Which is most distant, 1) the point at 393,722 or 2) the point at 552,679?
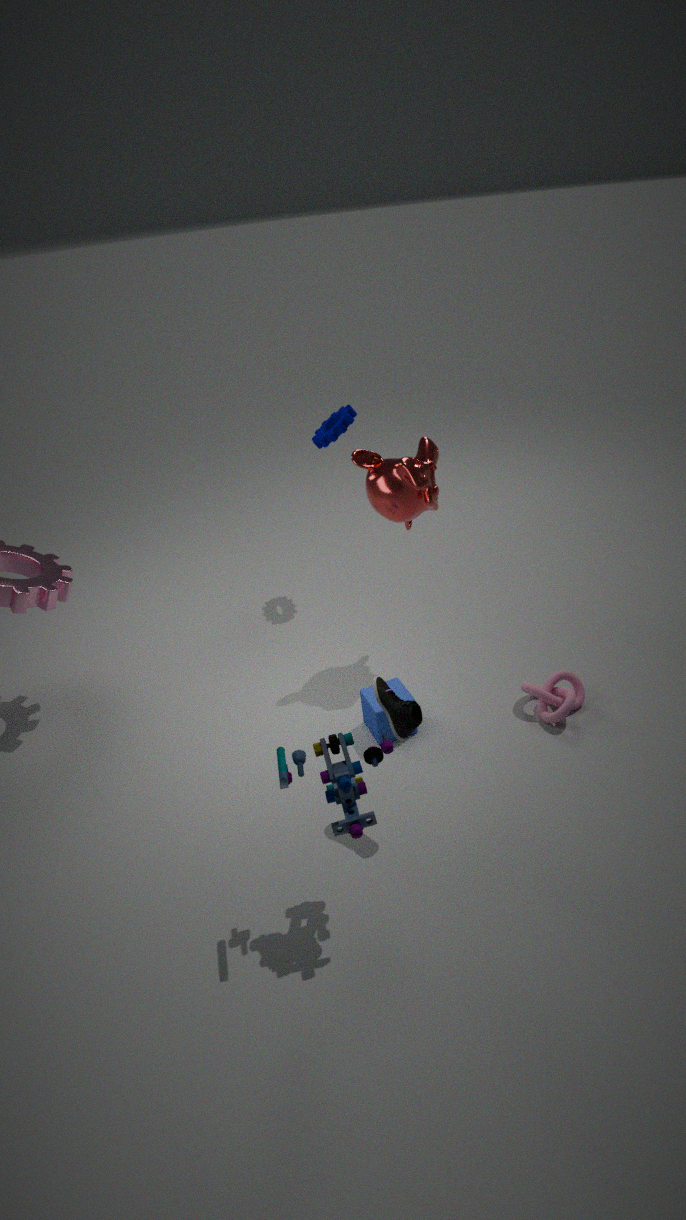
2. the point at 552,679
